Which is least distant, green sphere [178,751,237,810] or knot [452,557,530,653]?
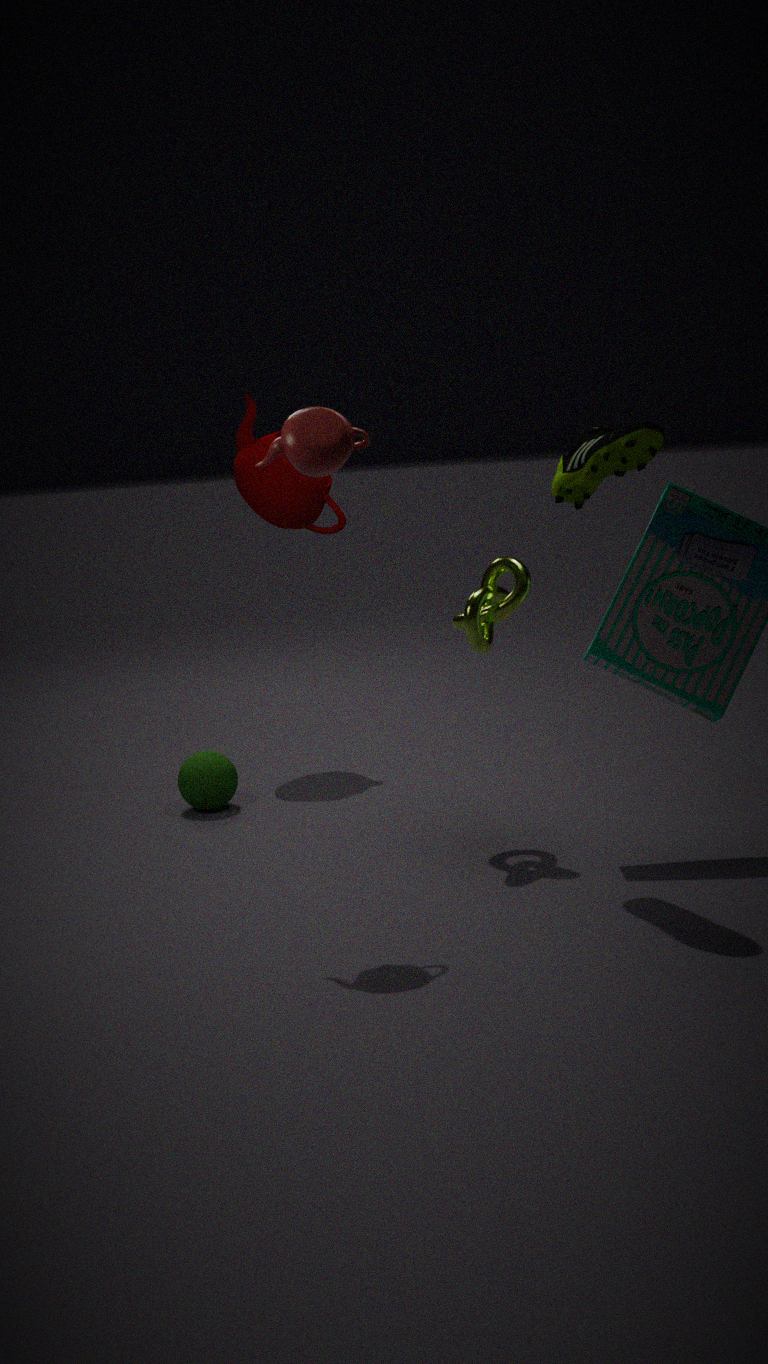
knot [452,557,530,653]
